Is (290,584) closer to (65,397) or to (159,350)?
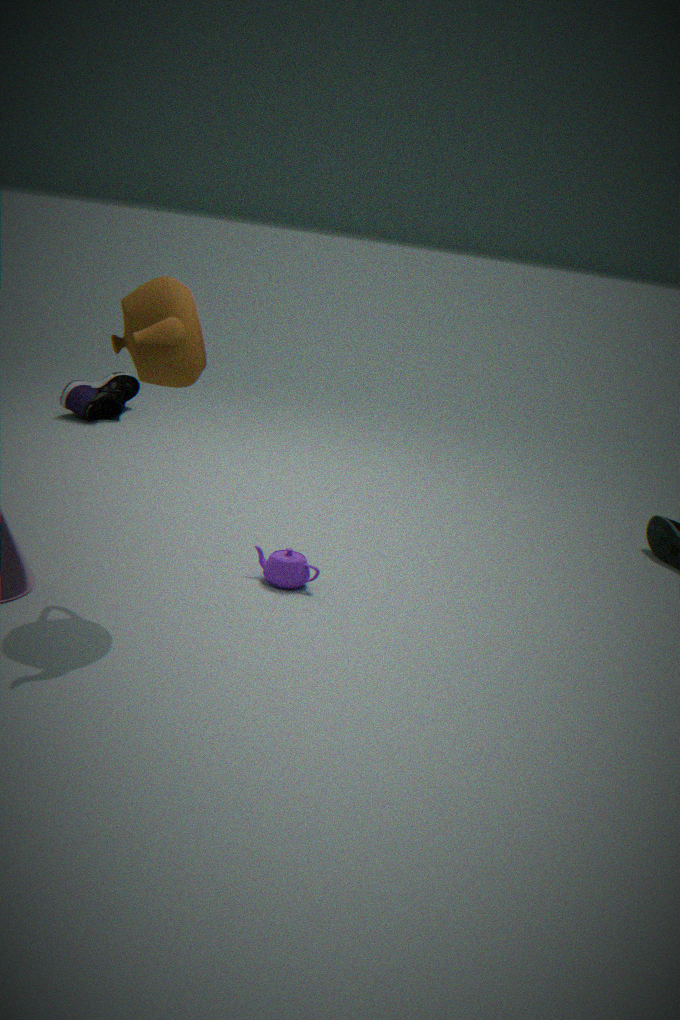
(159,350)
